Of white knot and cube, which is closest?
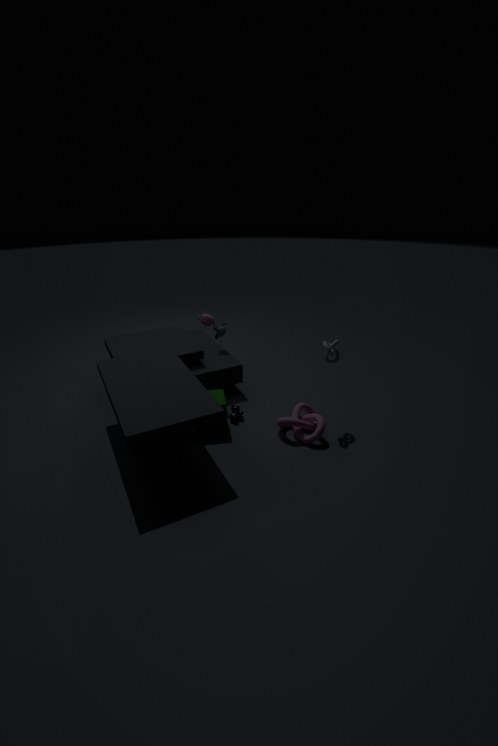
white knot
